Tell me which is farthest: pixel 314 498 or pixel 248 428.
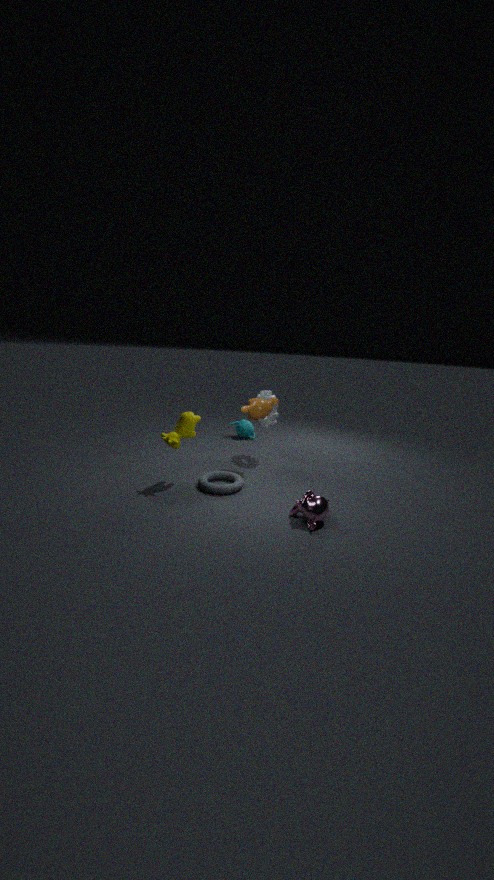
pixel 248 428
